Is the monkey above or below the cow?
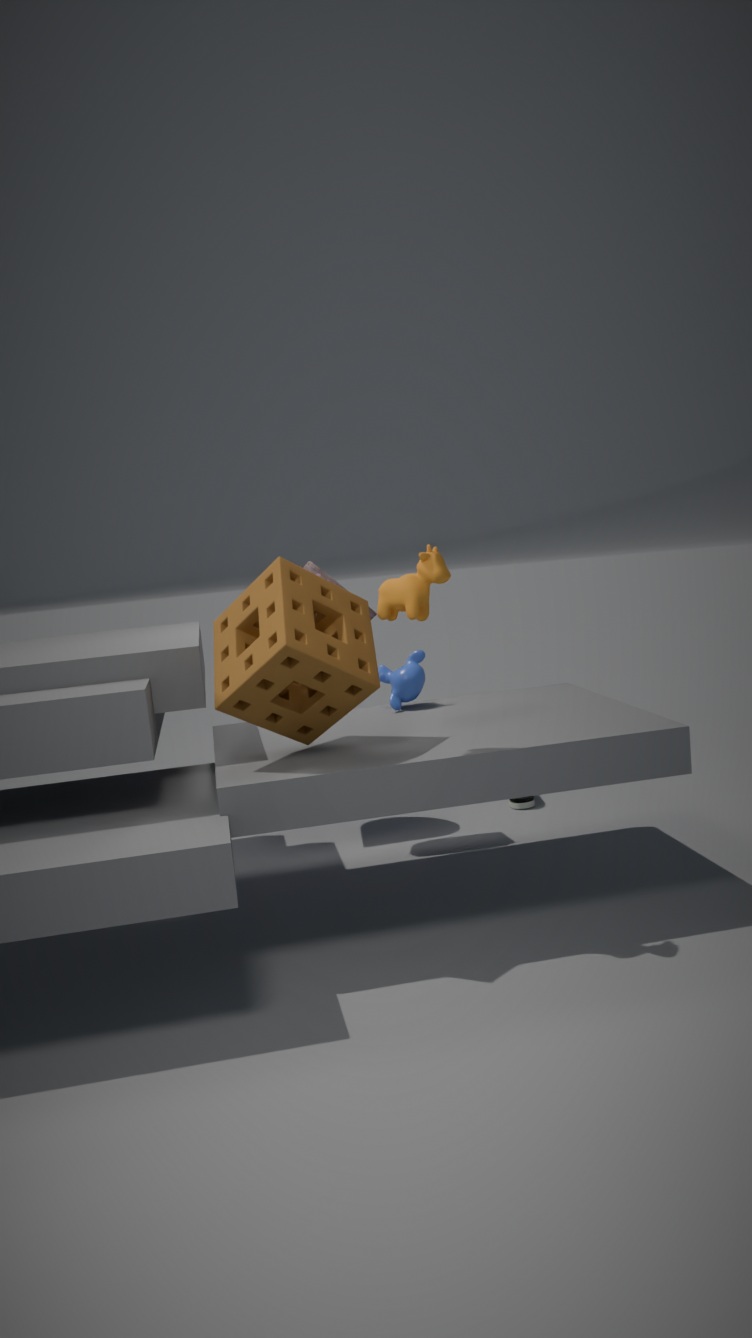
below
